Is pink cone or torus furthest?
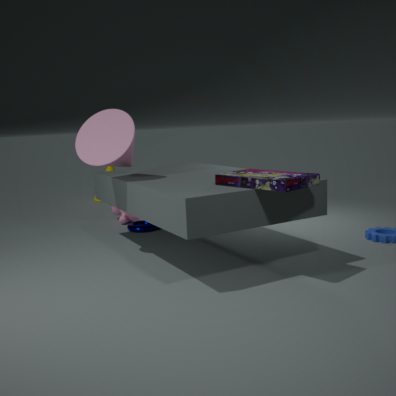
torus
